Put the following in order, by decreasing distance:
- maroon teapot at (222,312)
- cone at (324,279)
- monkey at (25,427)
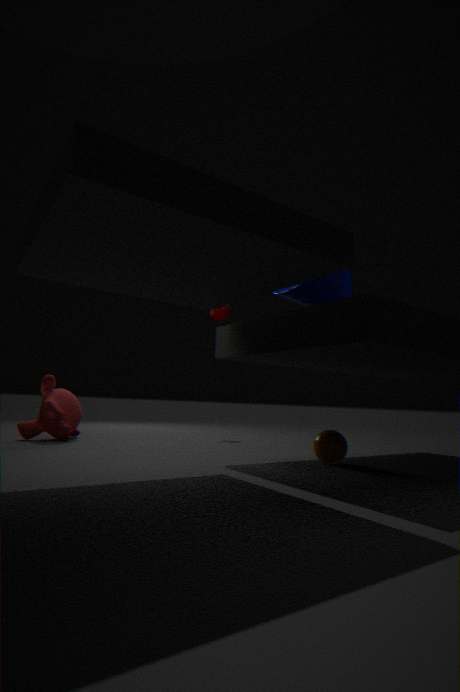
maroon teapot at (222,312), monkey at (25,427), cone at (324,279)
